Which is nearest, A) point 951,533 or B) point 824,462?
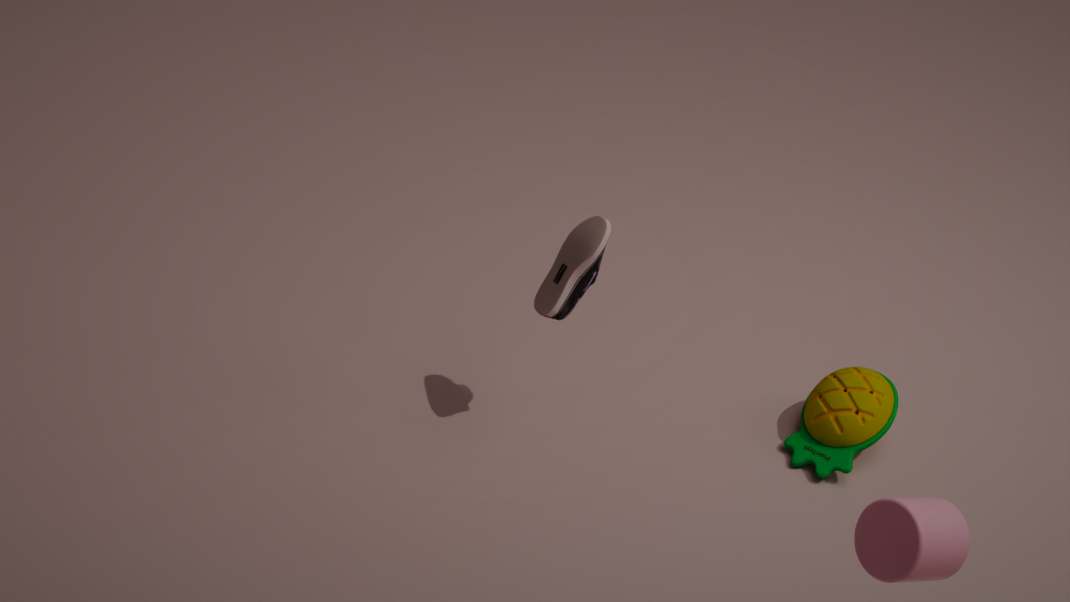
A. point 951,533
